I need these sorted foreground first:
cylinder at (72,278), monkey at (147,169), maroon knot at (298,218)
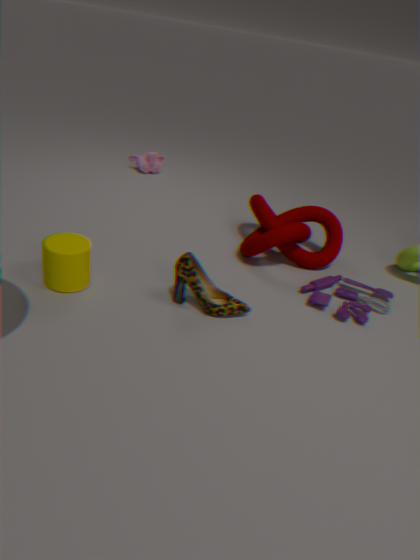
1. cylinder at (72,278)
2. maroon knot at (298,218)
3. monkey at (147,169)
